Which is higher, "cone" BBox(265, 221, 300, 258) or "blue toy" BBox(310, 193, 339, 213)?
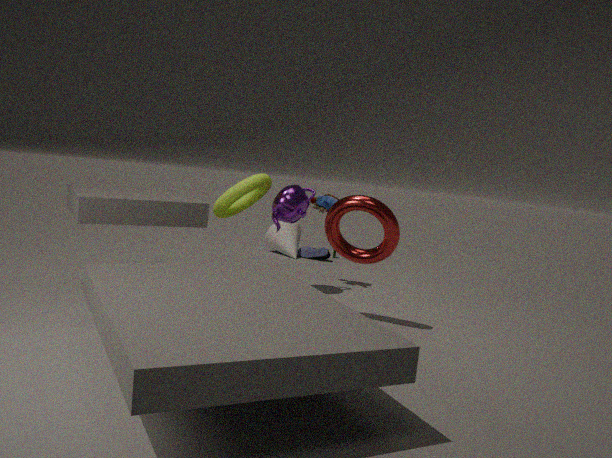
"blue toy" BBox(310, 193, 339, 213)
